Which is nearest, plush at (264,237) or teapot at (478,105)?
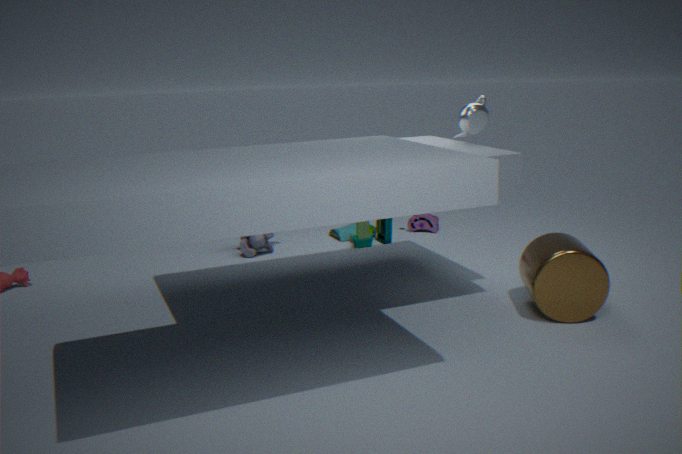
teapot at (478,105)
